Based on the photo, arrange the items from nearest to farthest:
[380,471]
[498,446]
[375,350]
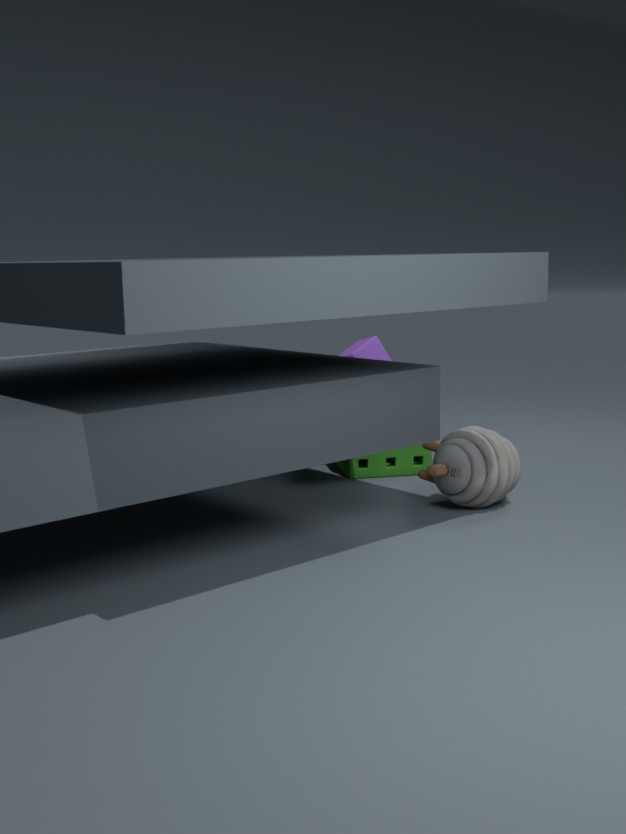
1. [498,446]
2. [380,471]
3. [375,350]
